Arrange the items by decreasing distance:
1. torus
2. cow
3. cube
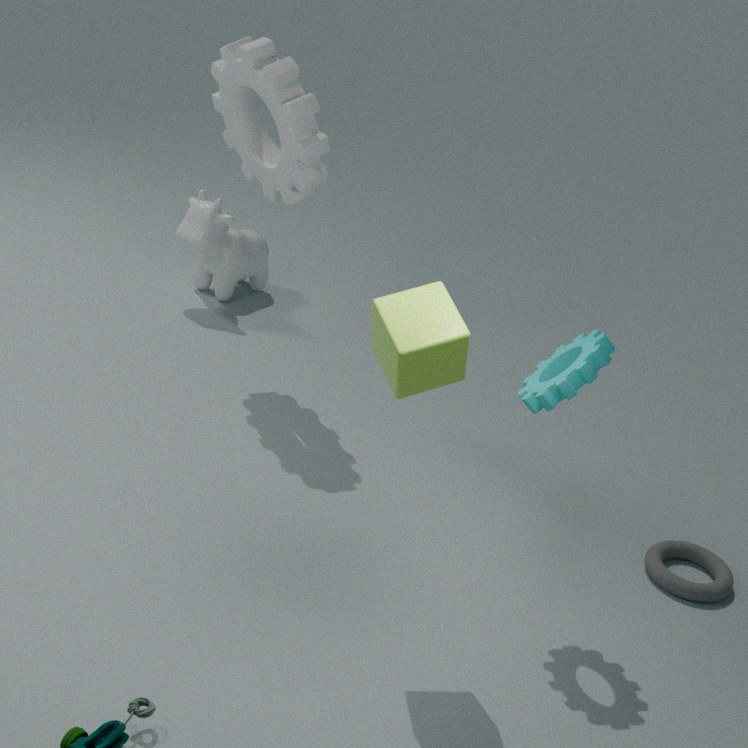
cow < torus < cube
